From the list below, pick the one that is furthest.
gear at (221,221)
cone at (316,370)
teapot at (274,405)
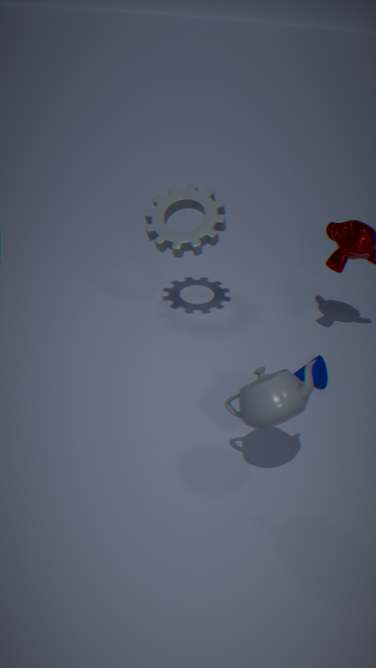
gear at (221,221)
